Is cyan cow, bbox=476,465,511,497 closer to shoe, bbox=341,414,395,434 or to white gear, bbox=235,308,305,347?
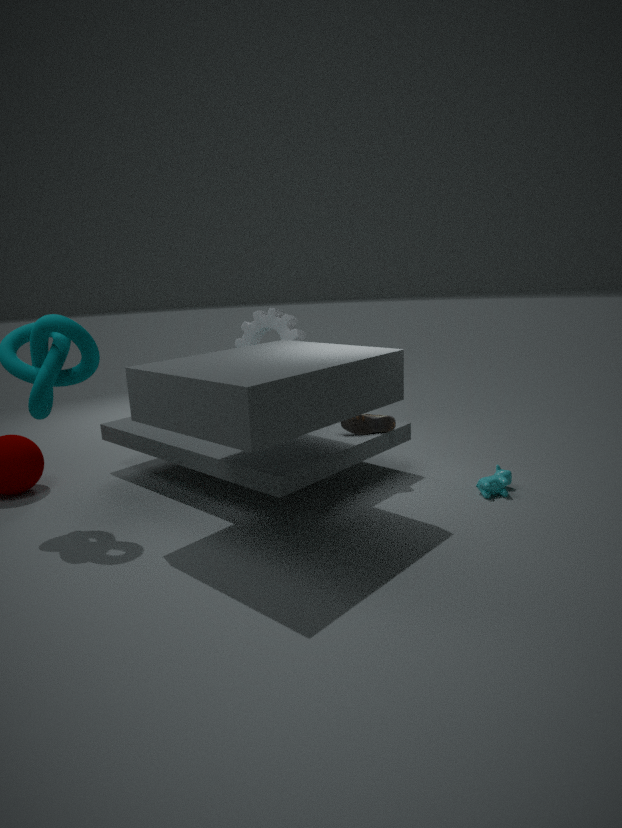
shoe, bbox=341,414,395,434
